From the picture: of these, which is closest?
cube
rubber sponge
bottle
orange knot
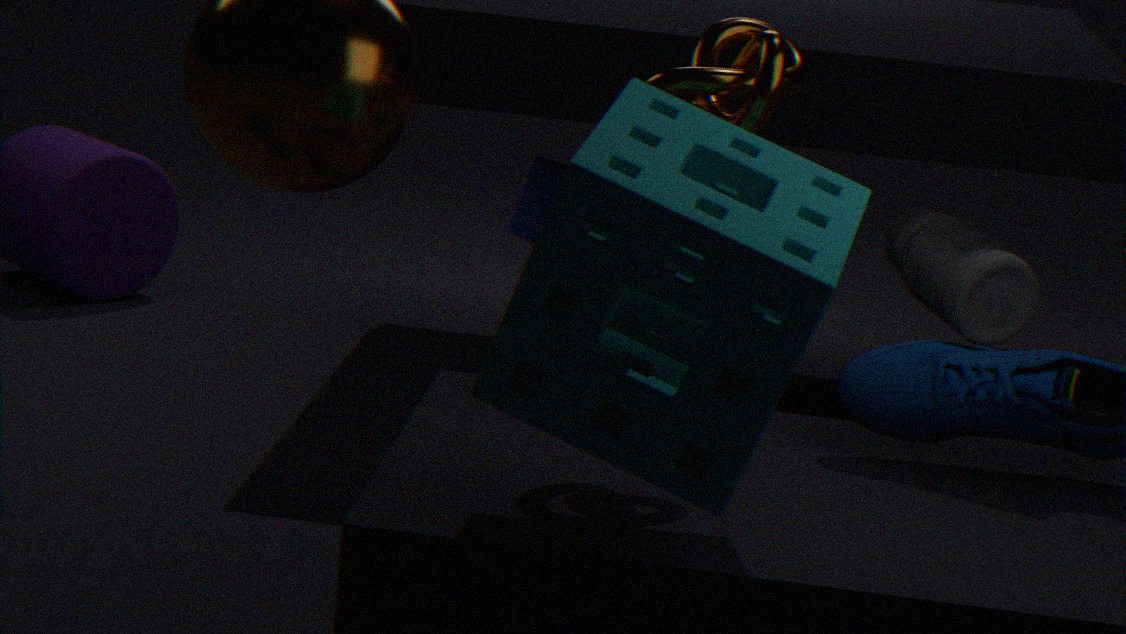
rubber sponge
